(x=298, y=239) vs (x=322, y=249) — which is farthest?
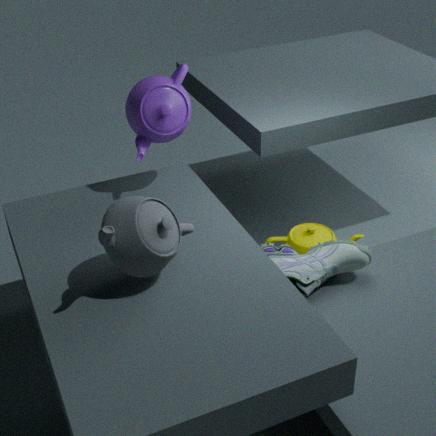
(x=298, y=239)
